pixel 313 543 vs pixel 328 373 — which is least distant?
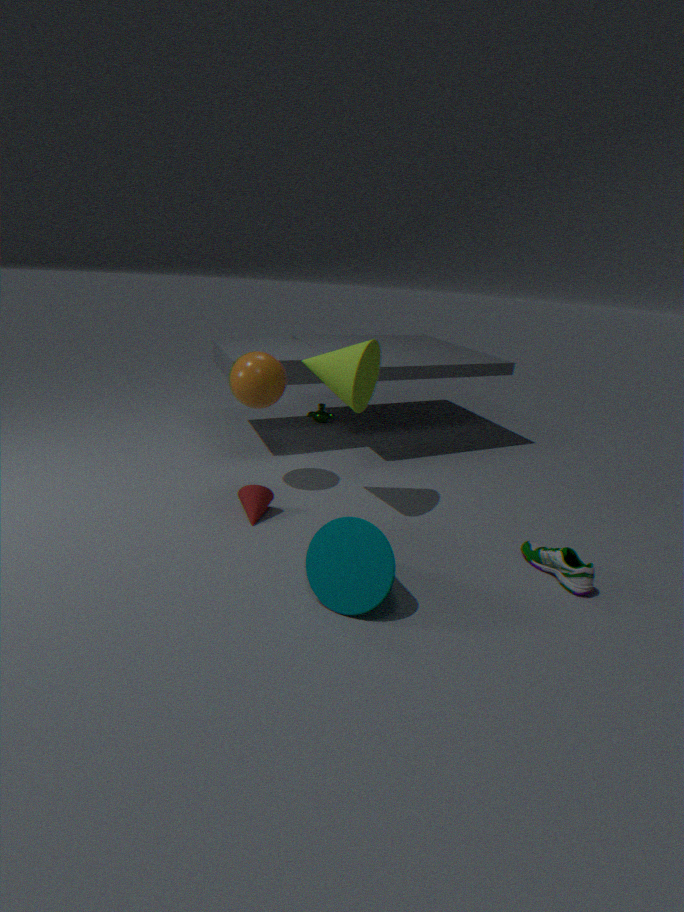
pixel 313 543
